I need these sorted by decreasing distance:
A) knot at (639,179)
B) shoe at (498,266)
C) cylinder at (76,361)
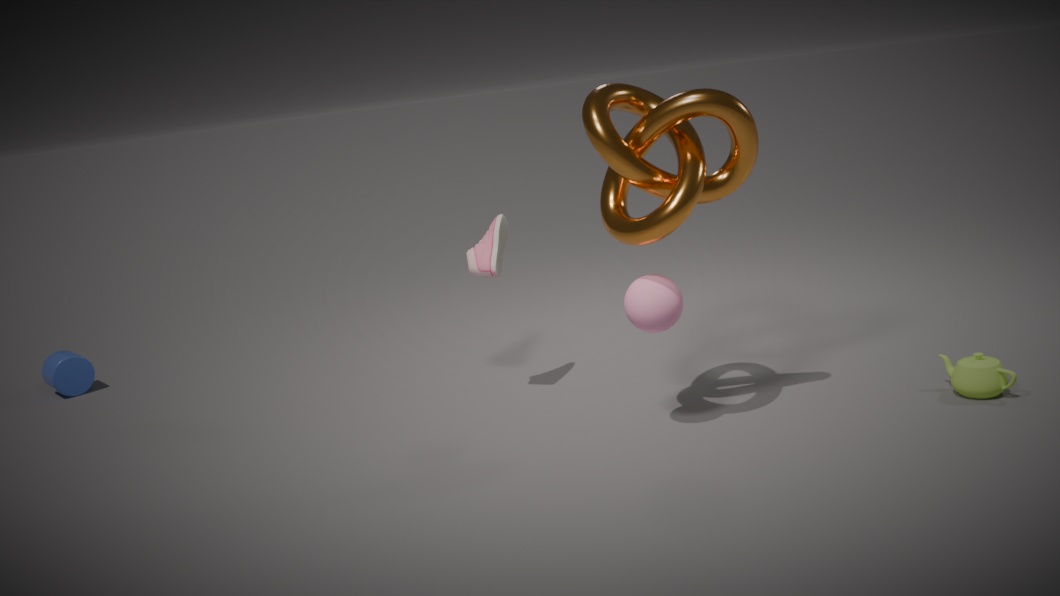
cylinder at (76,361) → shoe at (498,266) → knot at (639,179)
